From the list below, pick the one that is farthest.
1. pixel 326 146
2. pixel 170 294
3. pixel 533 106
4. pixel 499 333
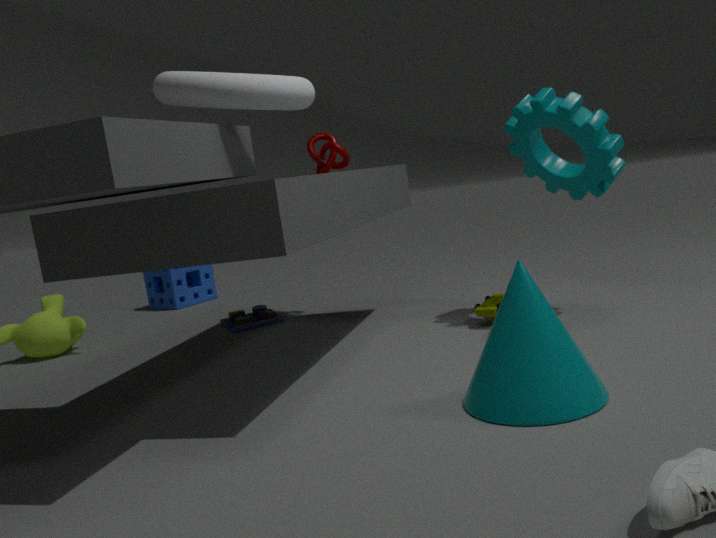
pixel 170 294
